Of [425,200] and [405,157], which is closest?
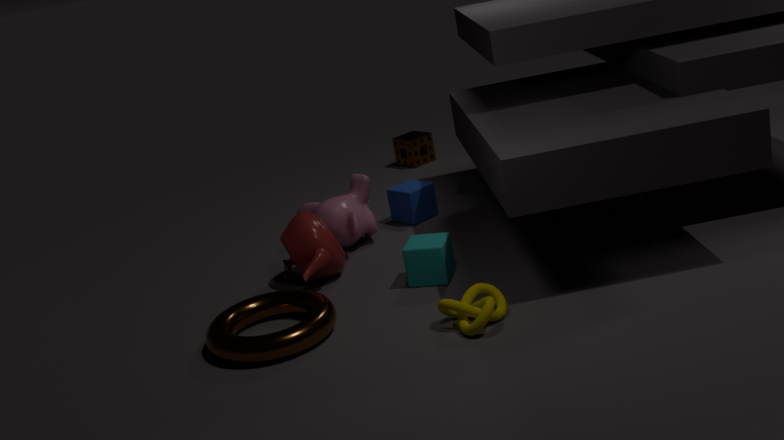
[425,200]
